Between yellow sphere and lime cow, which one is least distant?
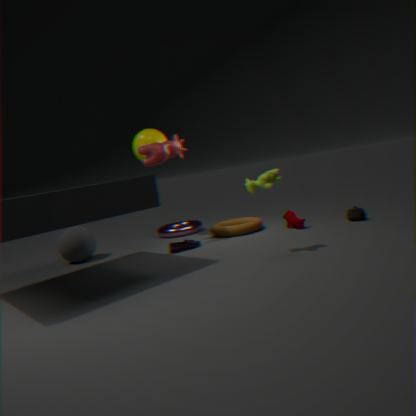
lime cow
